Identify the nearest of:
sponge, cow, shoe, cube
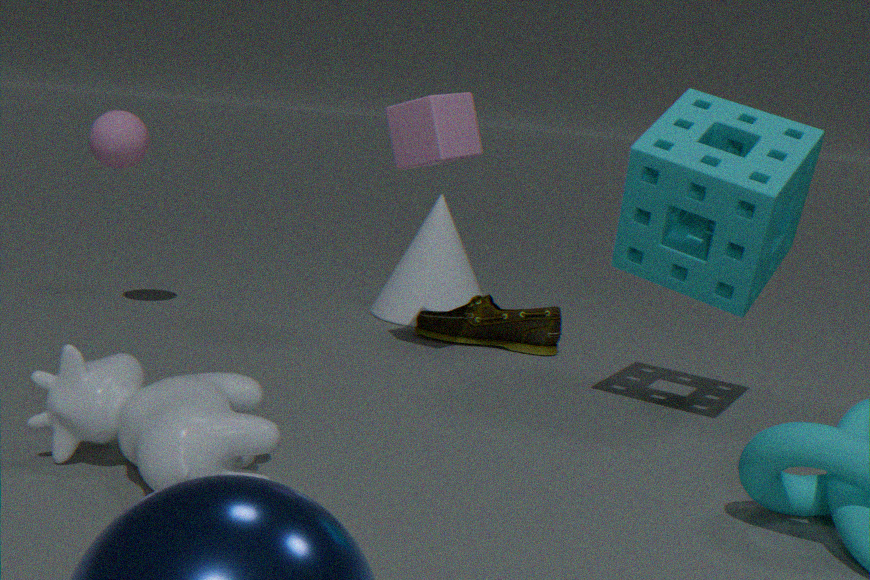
cow
